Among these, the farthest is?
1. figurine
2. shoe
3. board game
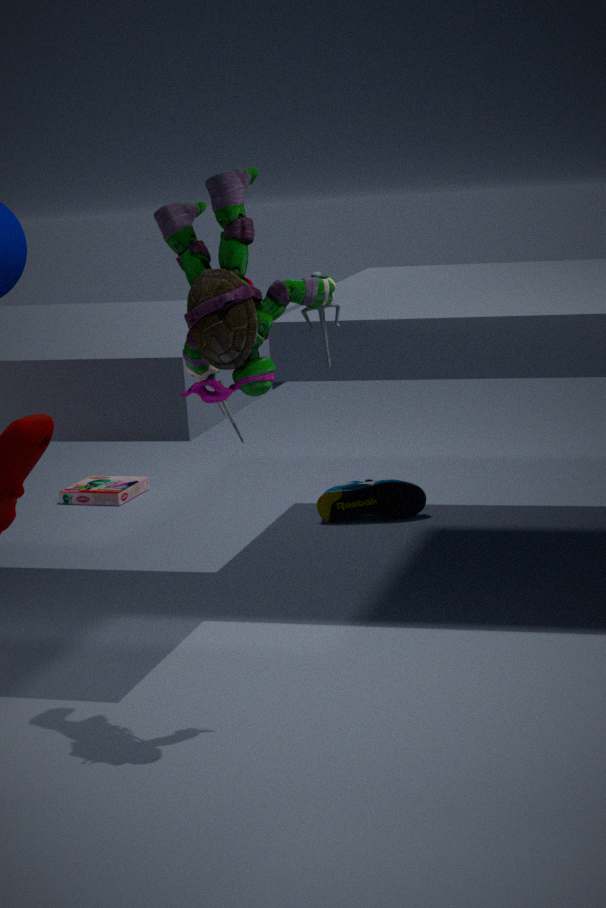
board game
